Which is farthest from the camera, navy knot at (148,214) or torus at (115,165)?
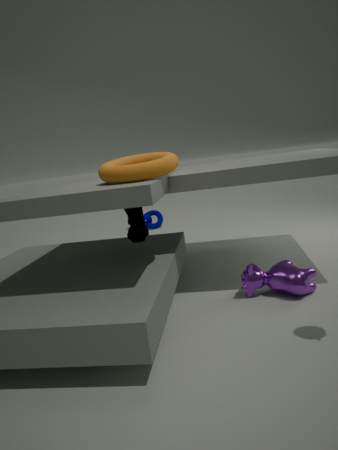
navy knot at (148,214)
